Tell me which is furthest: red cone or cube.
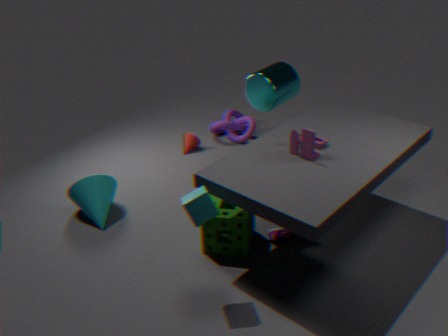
red cone
